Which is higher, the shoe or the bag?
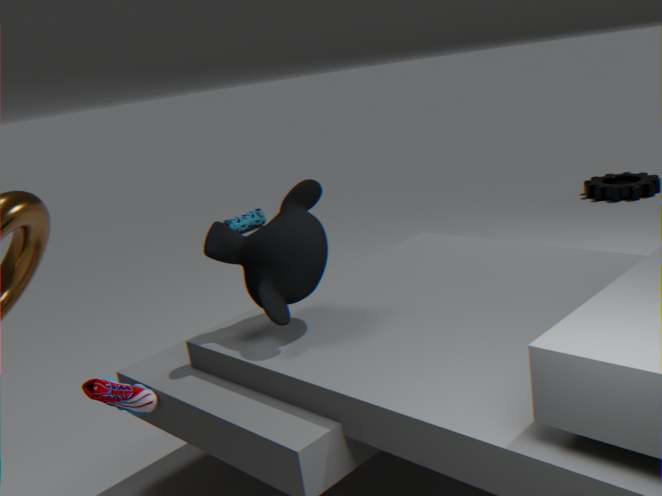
the shoe
